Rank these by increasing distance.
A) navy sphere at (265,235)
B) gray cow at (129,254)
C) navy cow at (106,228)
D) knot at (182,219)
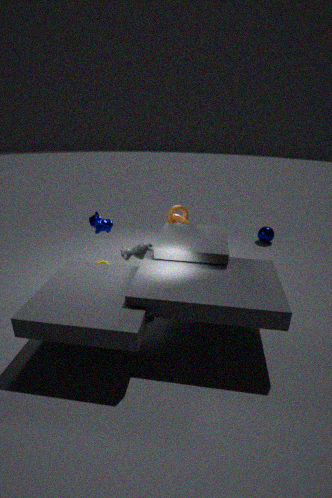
gray cow at (129,254) → navy cow at (106,228) → knot at (182,219) → navy sphere at (265,235)
